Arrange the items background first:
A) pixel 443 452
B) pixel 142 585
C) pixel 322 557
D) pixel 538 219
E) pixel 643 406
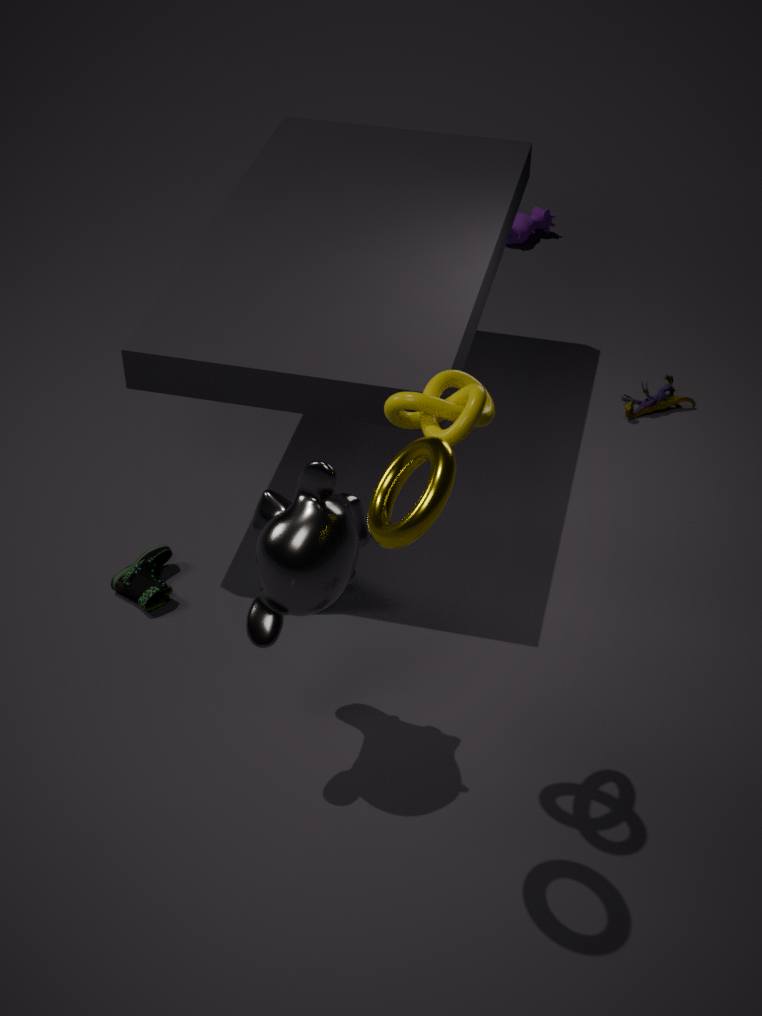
D. pixel 538 219, E. pixel 643 406, B. pixel 142 585, C. pixel 322 557, A. pixel 443 452
